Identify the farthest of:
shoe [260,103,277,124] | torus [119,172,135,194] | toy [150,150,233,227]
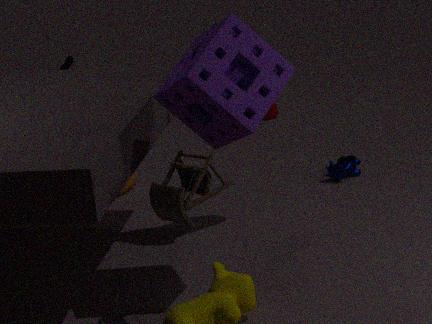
torus [119,172,135,194]
